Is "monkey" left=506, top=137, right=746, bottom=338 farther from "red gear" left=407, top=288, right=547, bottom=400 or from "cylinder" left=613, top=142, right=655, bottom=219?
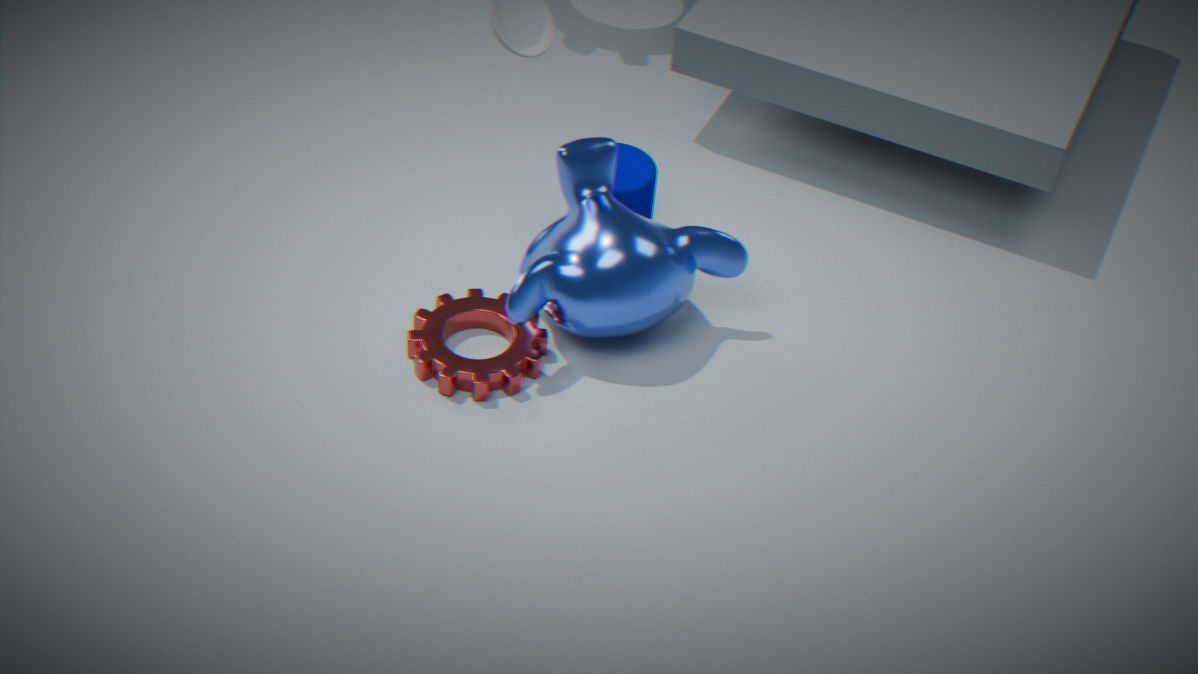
"red gear" left=407, top=288, right=547, bottom=400
